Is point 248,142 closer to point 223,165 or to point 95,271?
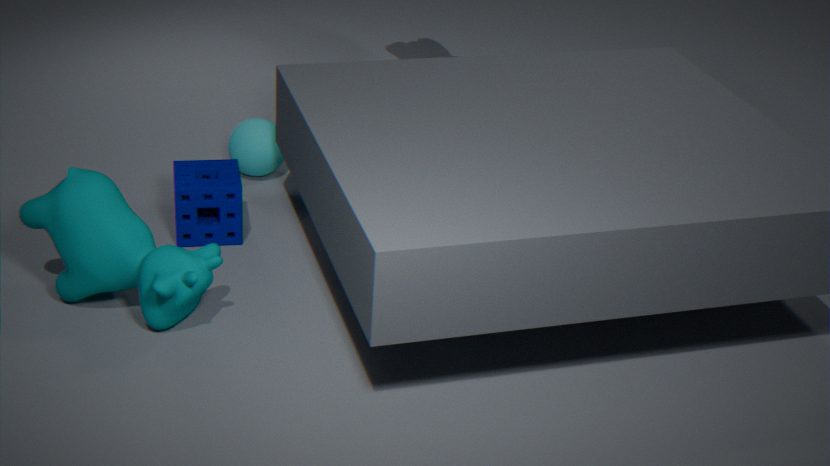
point 223,165
